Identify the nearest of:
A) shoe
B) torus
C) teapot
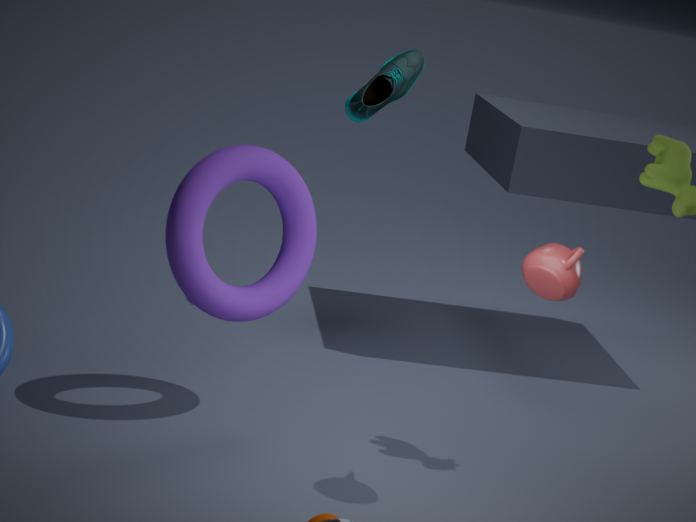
teapot
